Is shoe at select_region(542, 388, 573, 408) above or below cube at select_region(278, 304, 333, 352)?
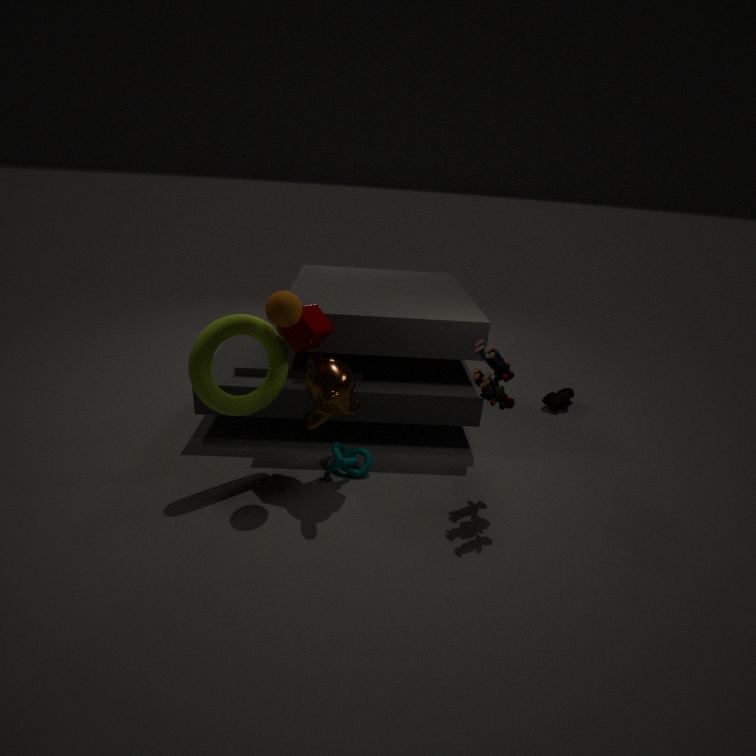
below
